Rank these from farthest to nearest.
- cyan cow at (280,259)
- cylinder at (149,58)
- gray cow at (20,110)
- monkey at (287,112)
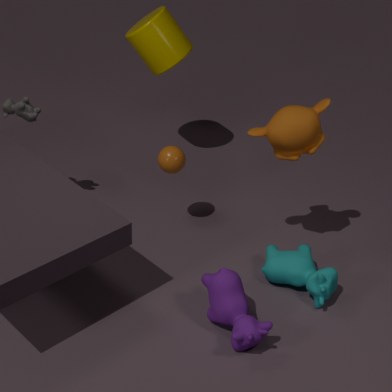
cylinder at (149,58) < gray cow at (20,110) < cyan cow at (280,259) < monkey at (287,112)
